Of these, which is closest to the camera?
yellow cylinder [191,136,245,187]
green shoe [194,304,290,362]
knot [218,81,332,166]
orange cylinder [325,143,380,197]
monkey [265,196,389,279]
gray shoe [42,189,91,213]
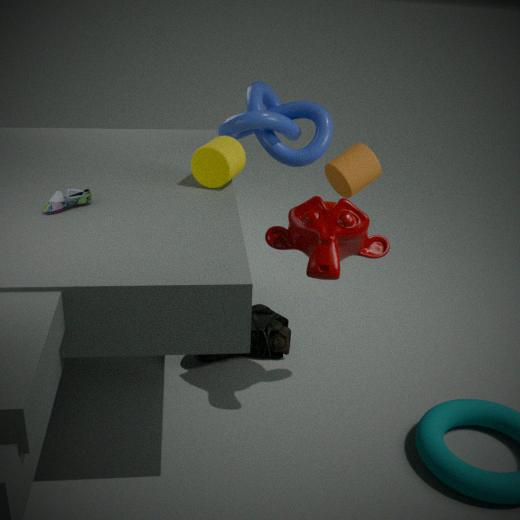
gray shoe [42,189,91,213]
